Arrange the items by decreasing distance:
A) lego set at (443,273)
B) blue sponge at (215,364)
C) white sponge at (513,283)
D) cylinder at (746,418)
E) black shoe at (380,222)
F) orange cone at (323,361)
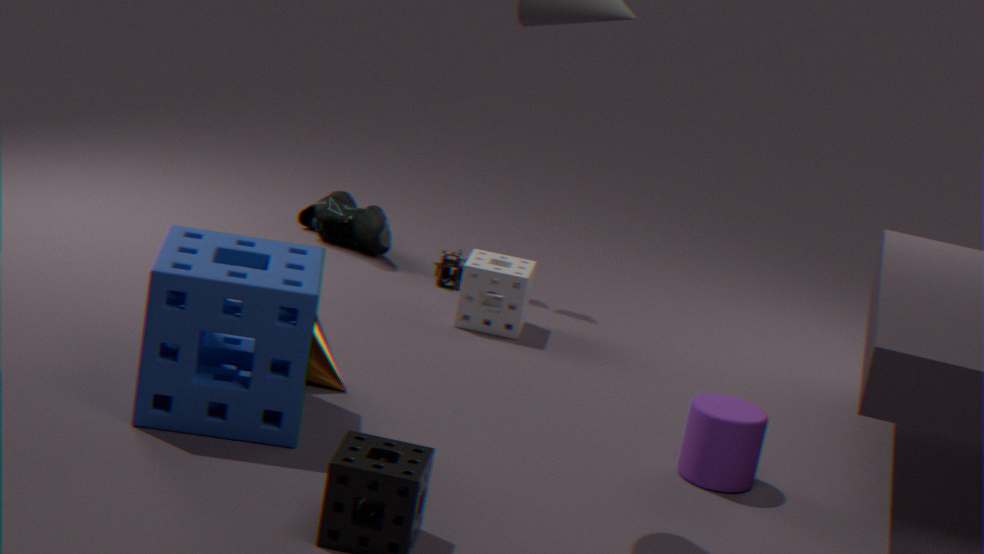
black shoe at (380,222)
lego set at (443,273)
white sponge at (513,283)
orange cone at (323,361)
cylinder at (746,418)
blue sponge at (215,364)
